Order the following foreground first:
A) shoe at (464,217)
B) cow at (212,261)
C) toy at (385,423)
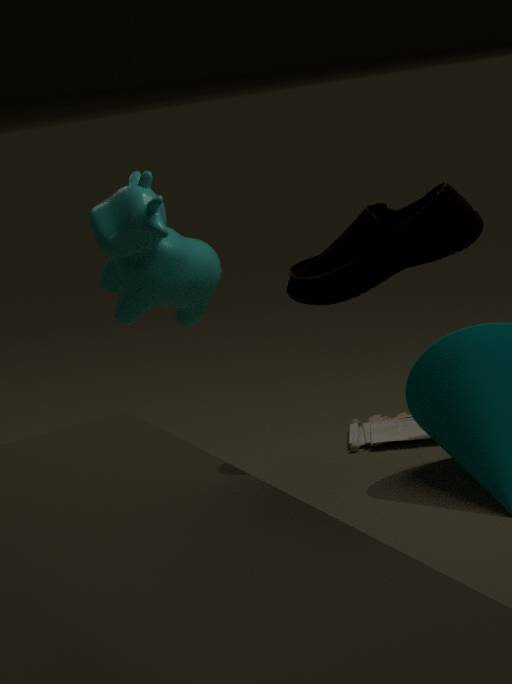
shoe at (464,217) < cow at (212,261) < toy at (385,423)
